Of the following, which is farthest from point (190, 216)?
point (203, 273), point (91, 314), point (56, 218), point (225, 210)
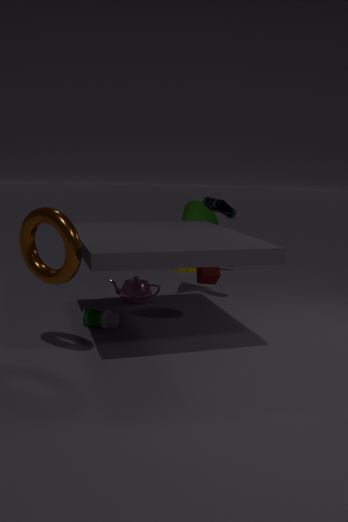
point (56, 218)
